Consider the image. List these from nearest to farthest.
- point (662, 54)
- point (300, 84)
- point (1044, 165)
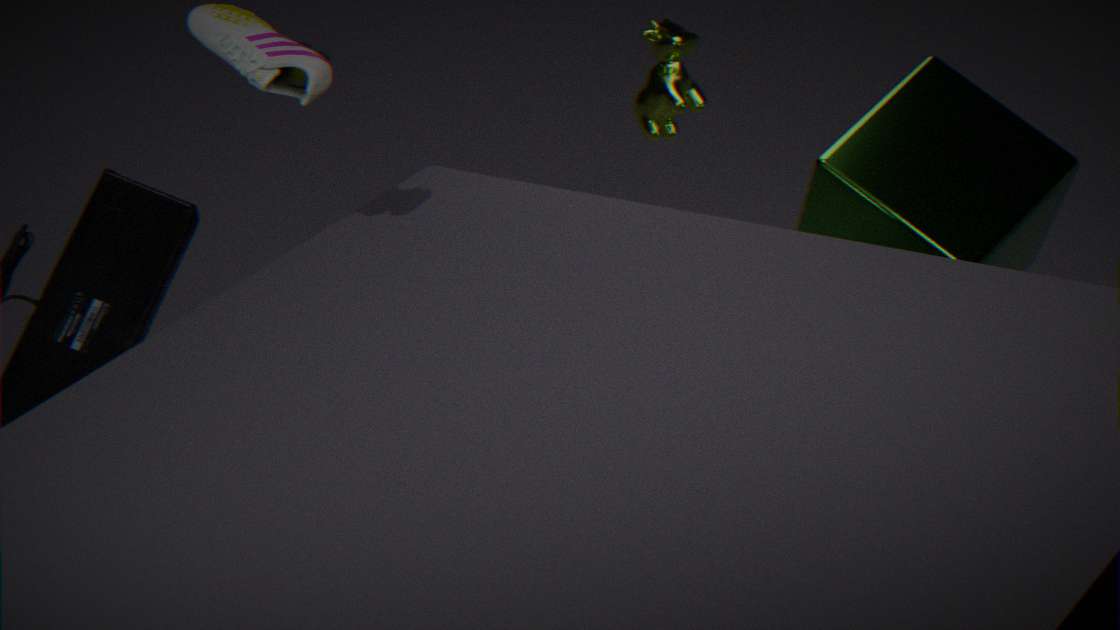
1. point (300, 84)
2. point (1044, 165)
3. point (662, 54)
